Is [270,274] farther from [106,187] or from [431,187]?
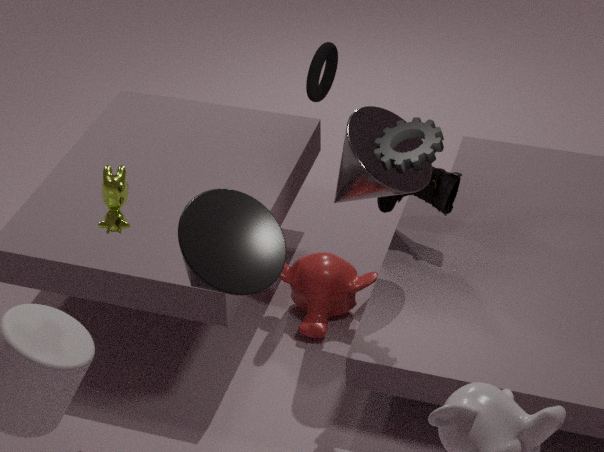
[431,187]
